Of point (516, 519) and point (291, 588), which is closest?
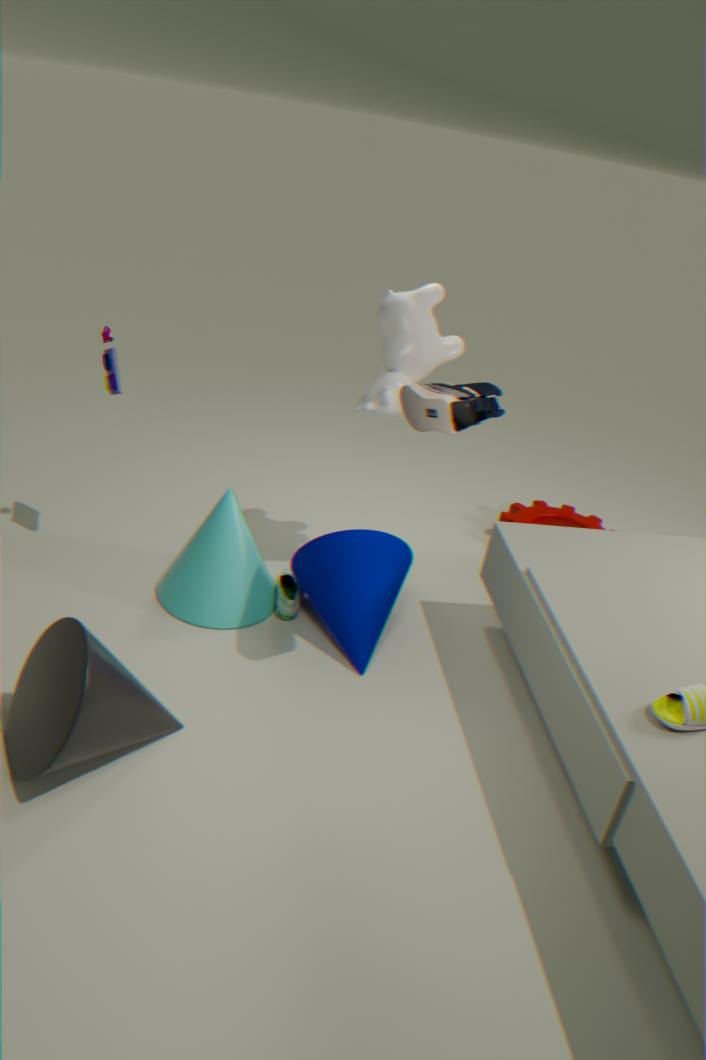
point (291, 588)
